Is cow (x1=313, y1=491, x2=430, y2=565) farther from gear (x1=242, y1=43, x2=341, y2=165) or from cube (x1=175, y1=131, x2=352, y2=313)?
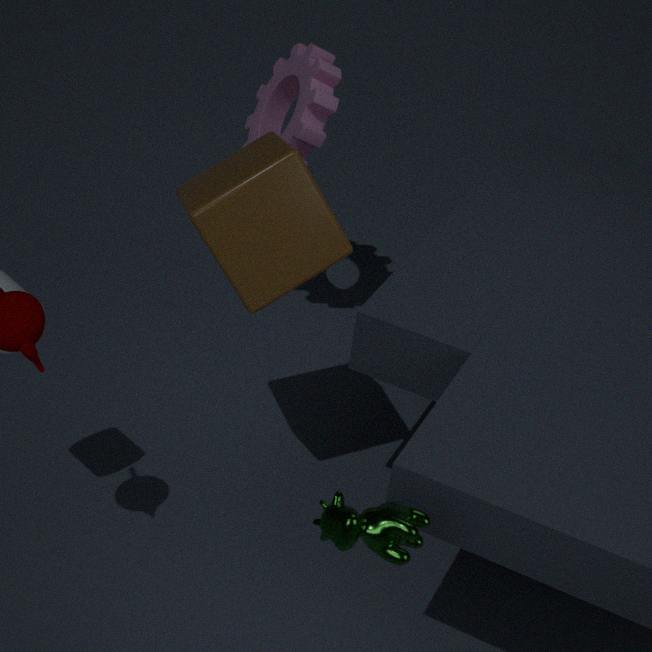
gear (x1=242, y1=43, x2=341, y2=165)
